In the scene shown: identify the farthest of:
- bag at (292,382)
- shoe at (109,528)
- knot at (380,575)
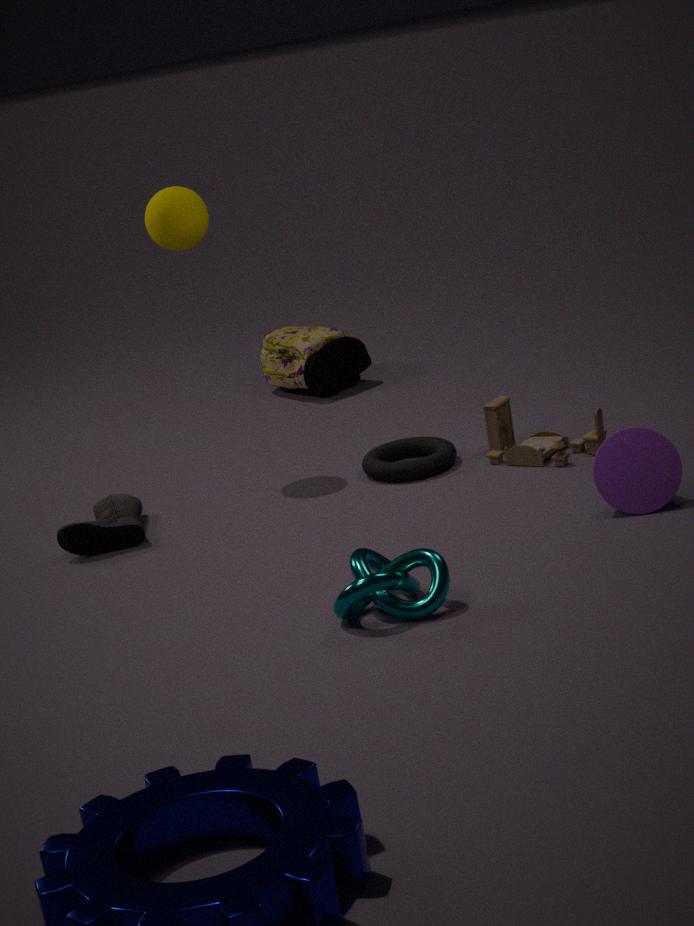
bag at (292,382)
